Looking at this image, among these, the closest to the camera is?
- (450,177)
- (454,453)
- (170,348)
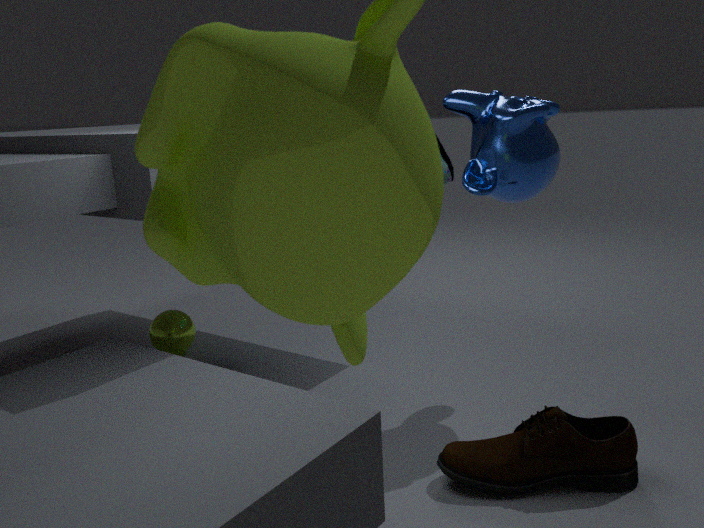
(454,453)
